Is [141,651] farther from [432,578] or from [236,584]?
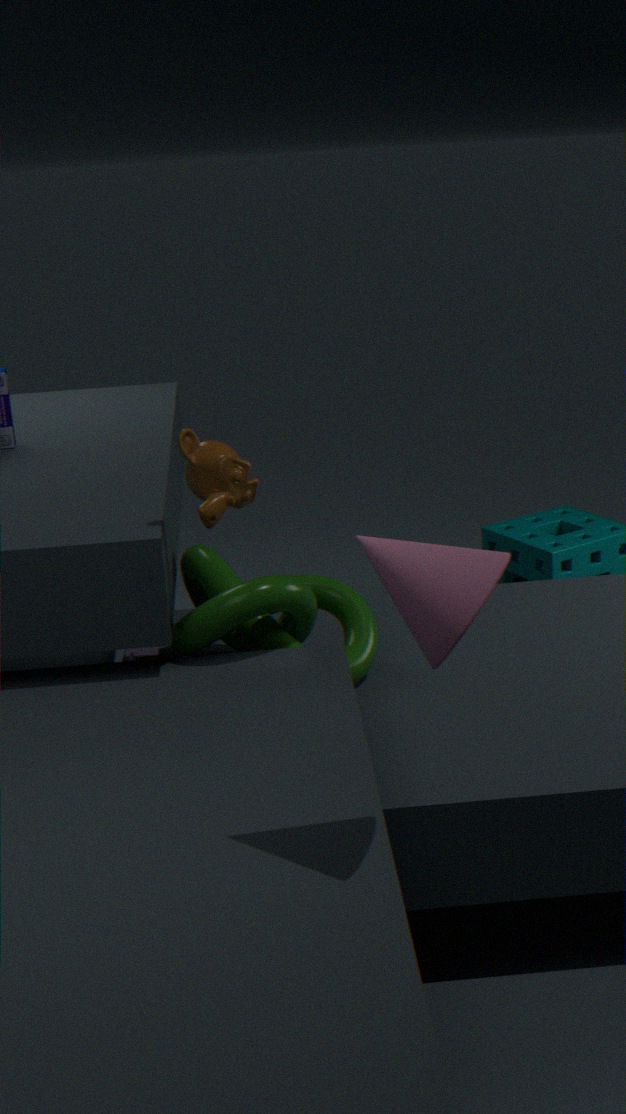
[432,578]
